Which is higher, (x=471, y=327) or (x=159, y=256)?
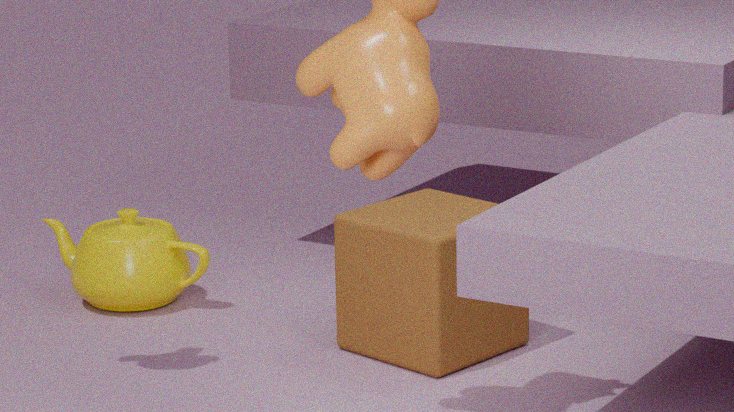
(x=471, y=327)
